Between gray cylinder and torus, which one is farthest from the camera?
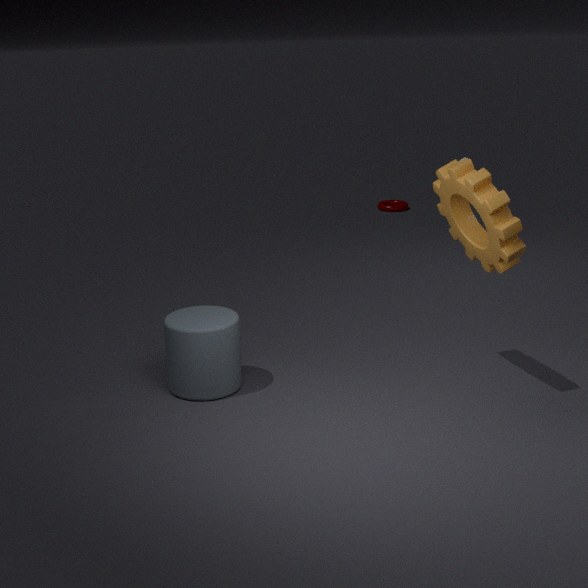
torus
